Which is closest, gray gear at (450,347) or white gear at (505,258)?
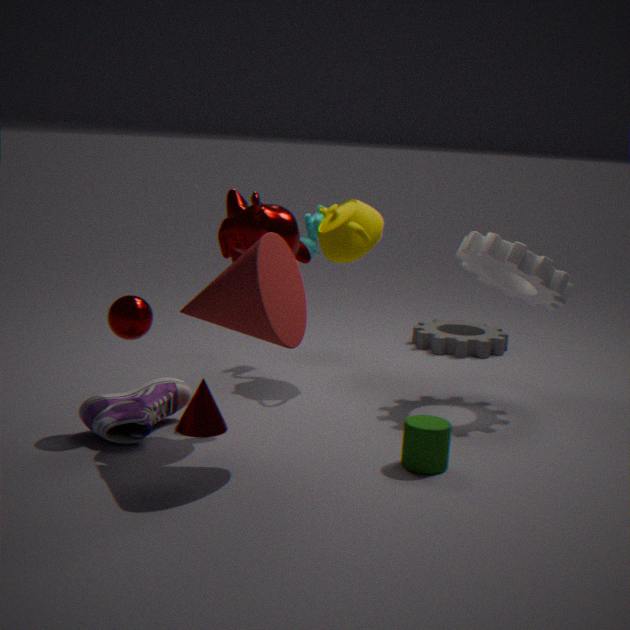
white gear at (505,258)
